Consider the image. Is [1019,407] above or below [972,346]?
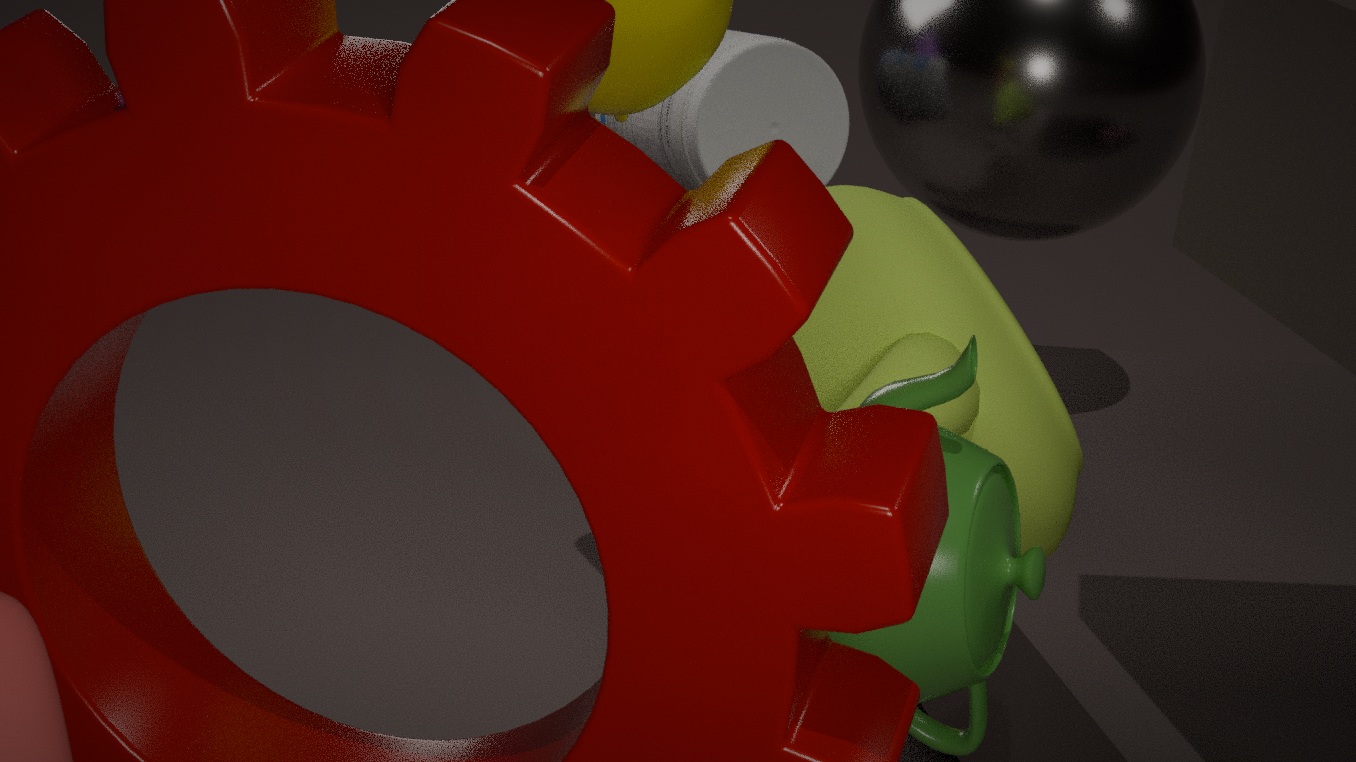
below
